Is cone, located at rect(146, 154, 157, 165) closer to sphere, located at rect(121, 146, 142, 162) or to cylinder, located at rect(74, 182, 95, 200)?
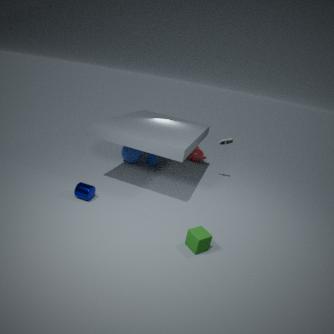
sphere, located at rect(121, 146, 142, 162)
